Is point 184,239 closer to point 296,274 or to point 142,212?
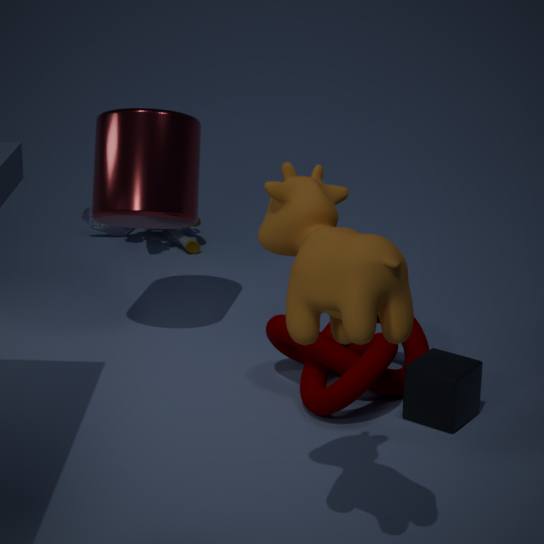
point 142,212
